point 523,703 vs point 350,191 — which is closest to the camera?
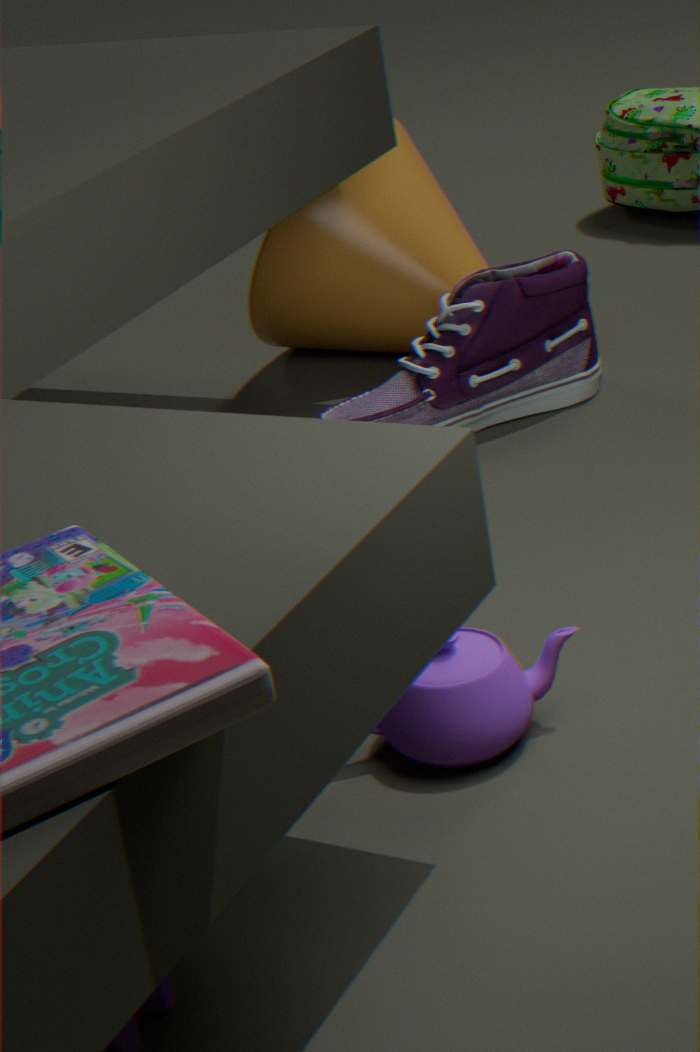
point 523,703
